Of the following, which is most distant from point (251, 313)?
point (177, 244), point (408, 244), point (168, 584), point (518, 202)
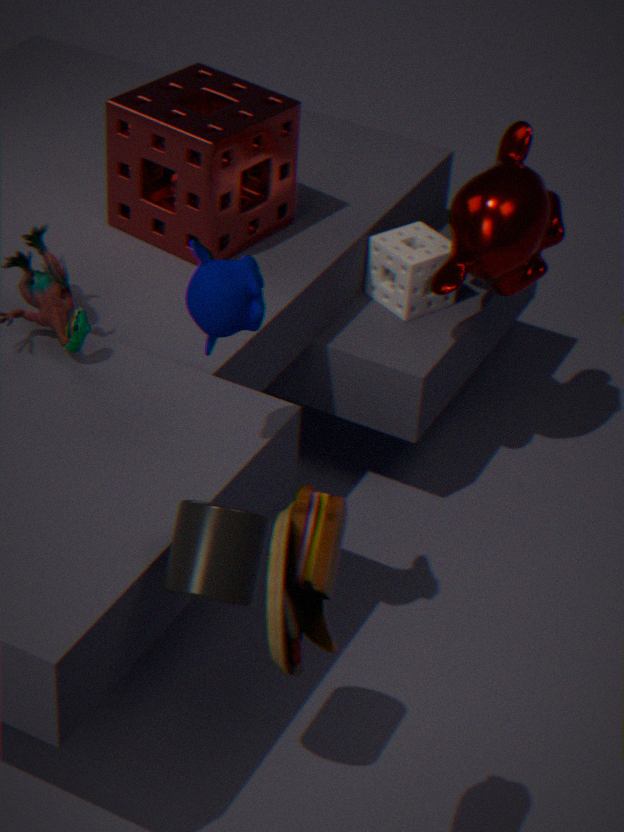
point (408, 244)
